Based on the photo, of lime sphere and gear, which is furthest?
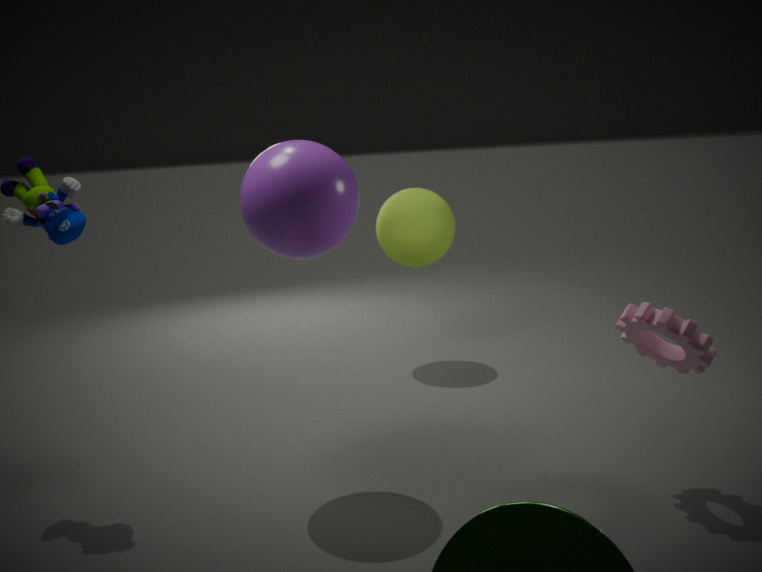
lime sphere
